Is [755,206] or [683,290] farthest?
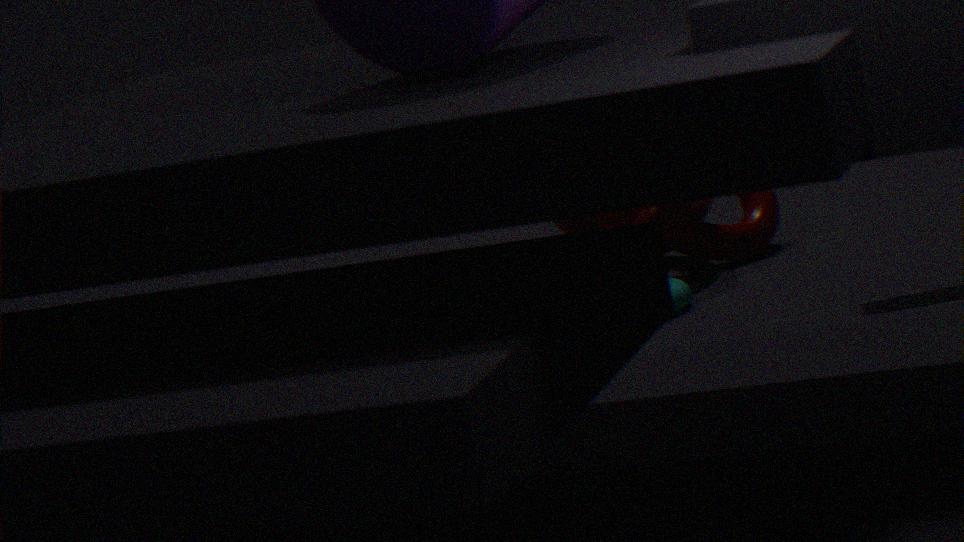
[755,206]
